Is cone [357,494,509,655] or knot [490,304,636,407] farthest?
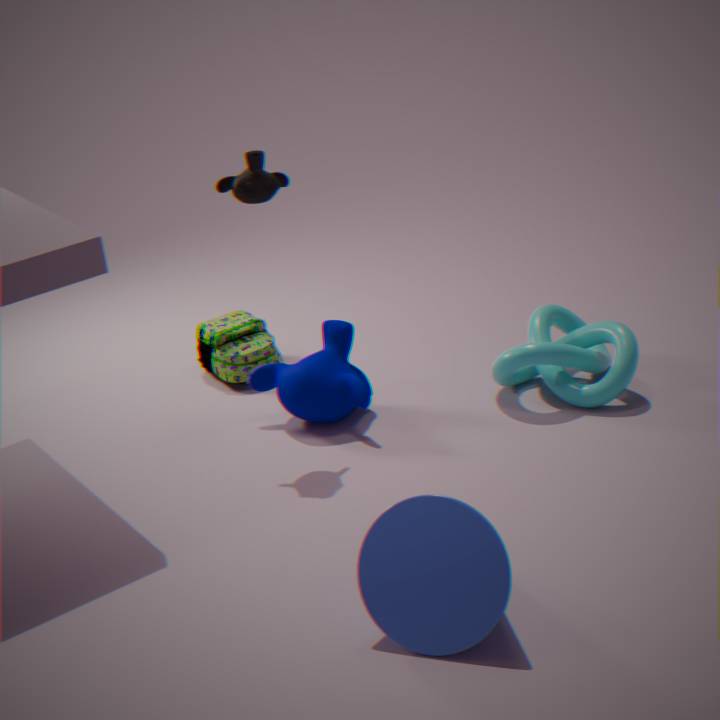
knot [490,304,636,407]
